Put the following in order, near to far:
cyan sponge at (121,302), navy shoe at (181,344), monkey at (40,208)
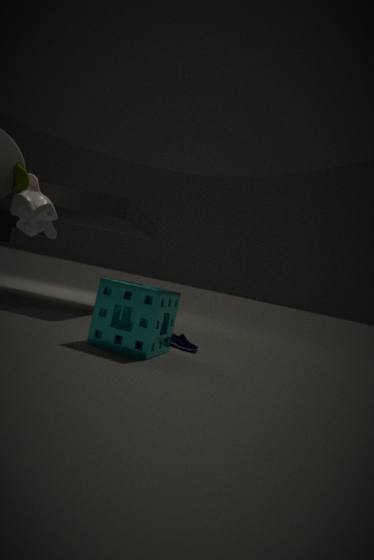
cyan sponge at (121,302) → navy shoe at (181,344) → monkey at (40,208)
